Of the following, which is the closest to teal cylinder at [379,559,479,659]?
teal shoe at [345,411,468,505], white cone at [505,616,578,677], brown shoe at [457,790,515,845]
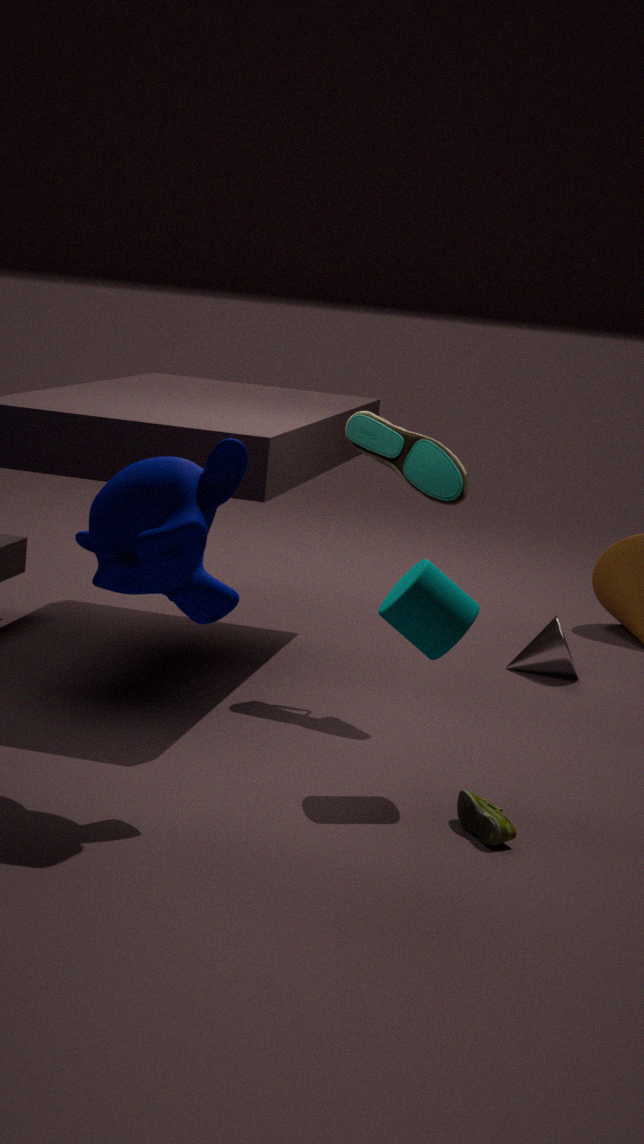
brown shoe at [457,790,515,845]
